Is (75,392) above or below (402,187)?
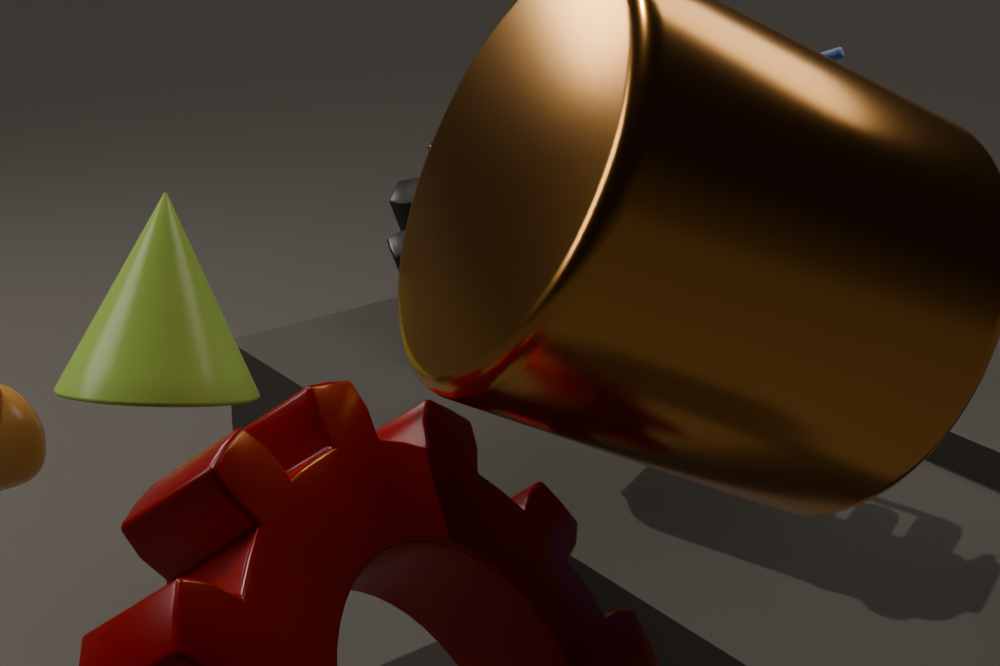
above
